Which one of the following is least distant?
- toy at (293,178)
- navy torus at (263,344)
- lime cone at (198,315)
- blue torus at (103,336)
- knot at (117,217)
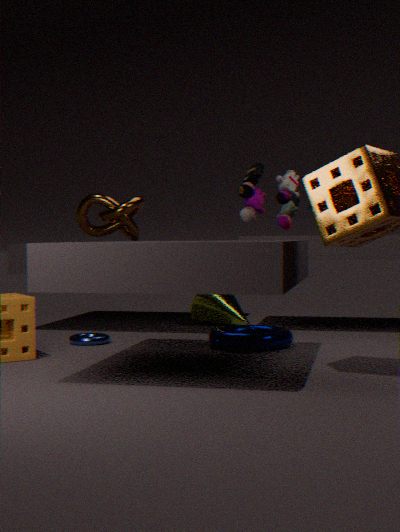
toy at (293,178)
